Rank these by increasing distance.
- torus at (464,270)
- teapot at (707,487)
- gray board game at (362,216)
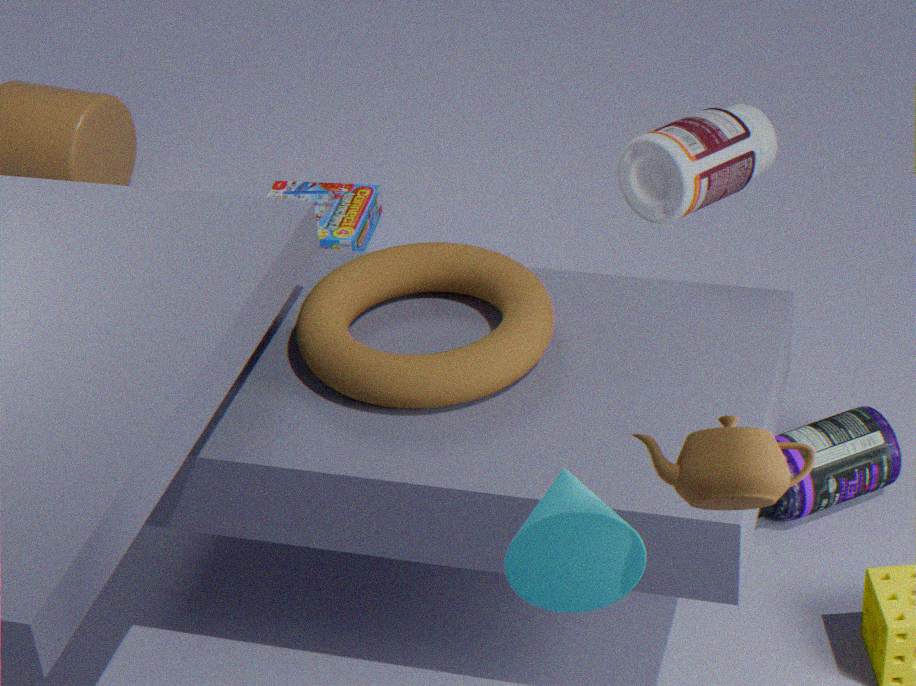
teapot at (707,487) < torus at (464,270) < gray board game at (362,216)
